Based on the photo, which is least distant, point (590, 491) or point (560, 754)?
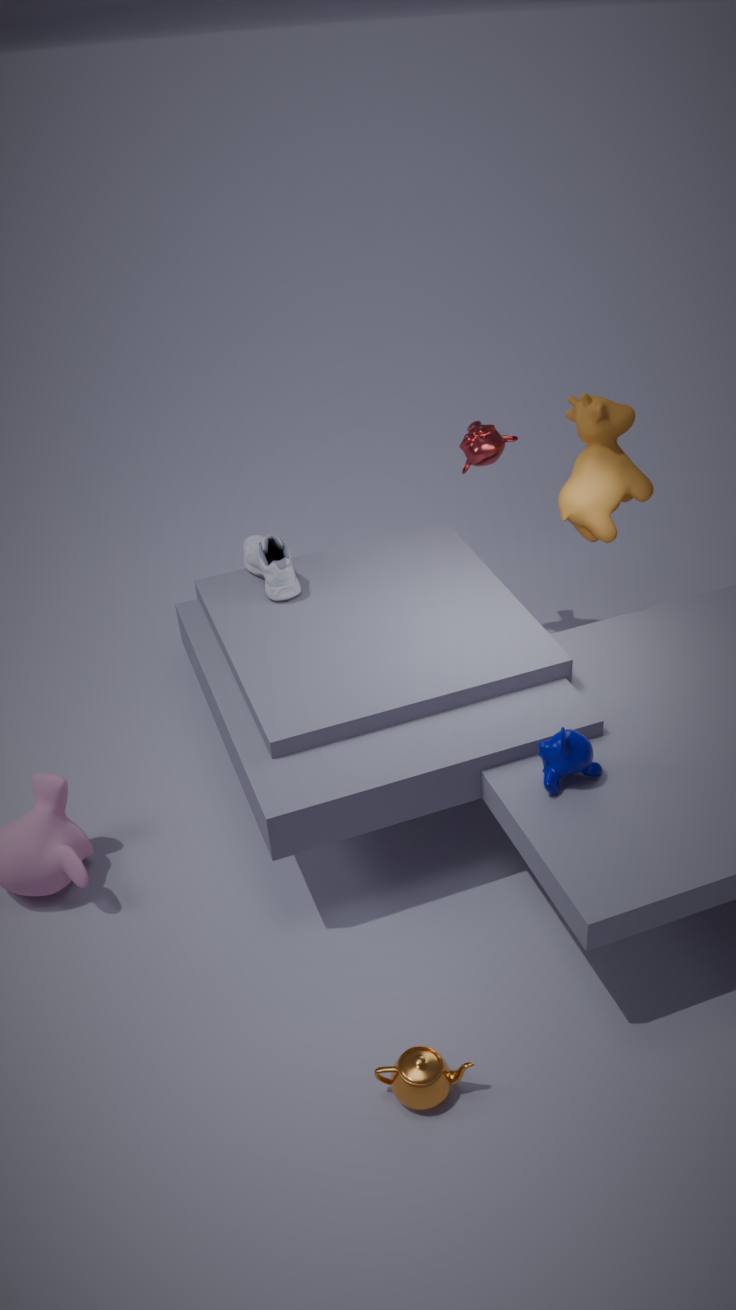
point (560, 754)
